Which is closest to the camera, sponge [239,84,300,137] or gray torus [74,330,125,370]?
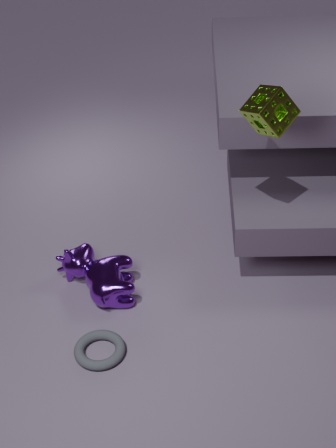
sponge [239,84,300,137]
